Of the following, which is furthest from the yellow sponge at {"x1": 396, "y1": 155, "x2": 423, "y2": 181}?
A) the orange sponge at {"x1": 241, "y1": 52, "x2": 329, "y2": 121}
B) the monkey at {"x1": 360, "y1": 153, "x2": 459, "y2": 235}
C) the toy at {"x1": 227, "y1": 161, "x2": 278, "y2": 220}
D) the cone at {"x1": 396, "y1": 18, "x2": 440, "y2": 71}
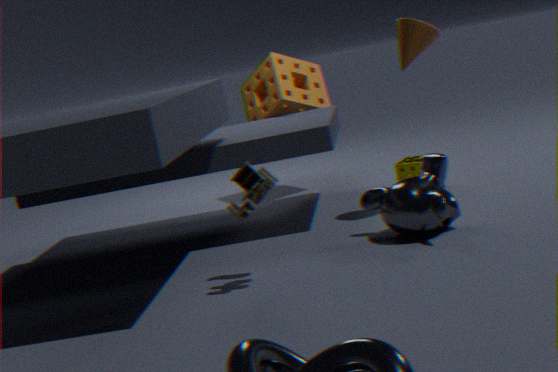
the toy at {"x1": 227, "y1": 161, "x2": 278, "y2": 220}
